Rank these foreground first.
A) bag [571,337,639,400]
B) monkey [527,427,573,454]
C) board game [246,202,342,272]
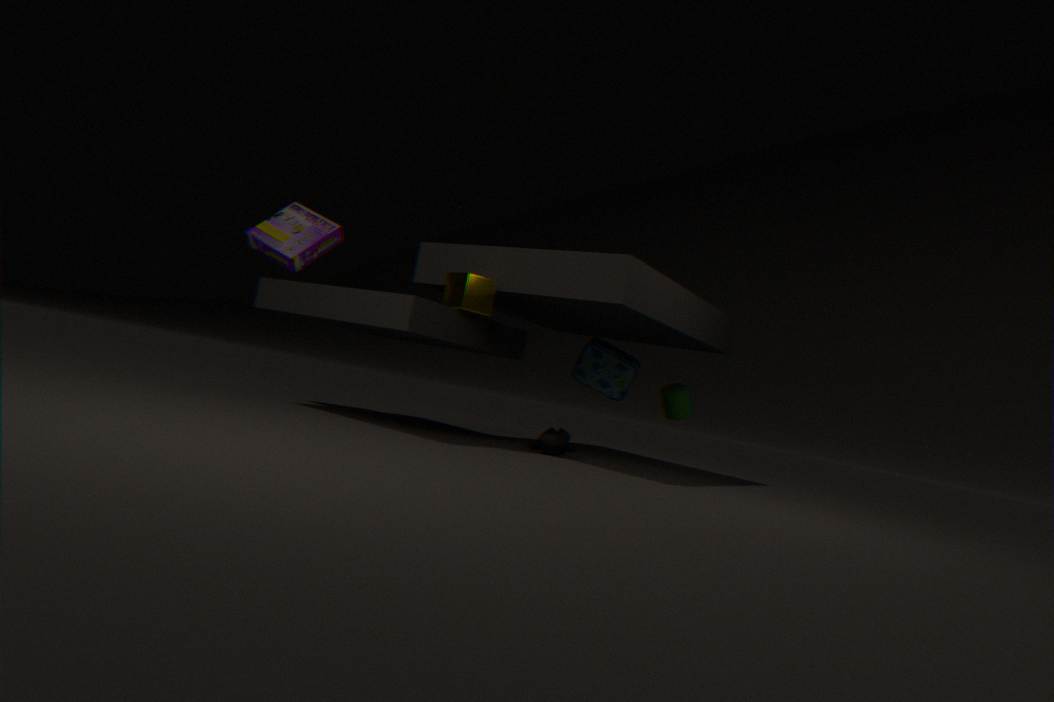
monkey [527,427,573,454], board game [246,202,342,272], bag [571,337,639,400]
